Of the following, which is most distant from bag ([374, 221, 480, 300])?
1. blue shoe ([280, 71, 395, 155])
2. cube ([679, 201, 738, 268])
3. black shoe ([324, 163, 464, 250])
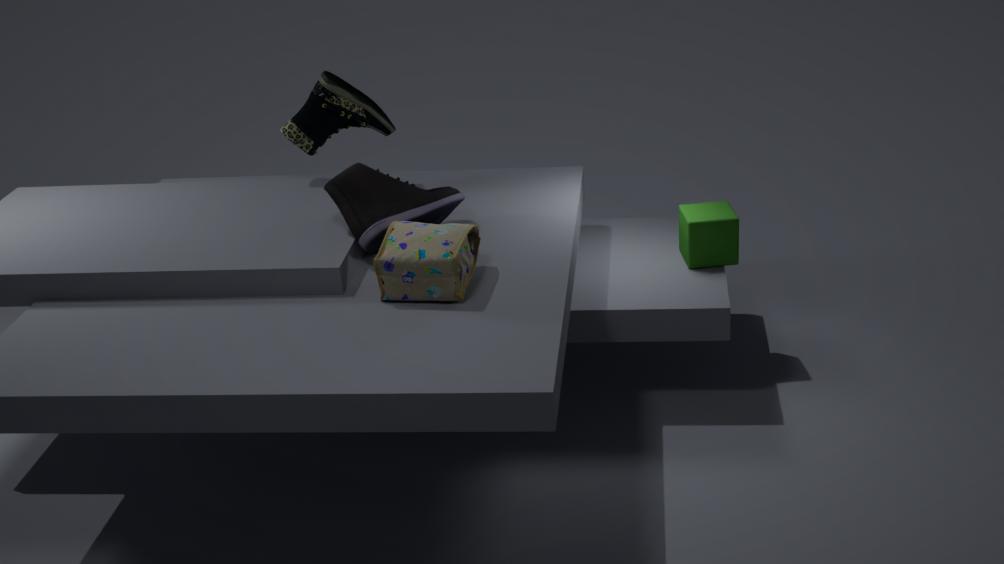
cube ([679, 201, 738, 268])
